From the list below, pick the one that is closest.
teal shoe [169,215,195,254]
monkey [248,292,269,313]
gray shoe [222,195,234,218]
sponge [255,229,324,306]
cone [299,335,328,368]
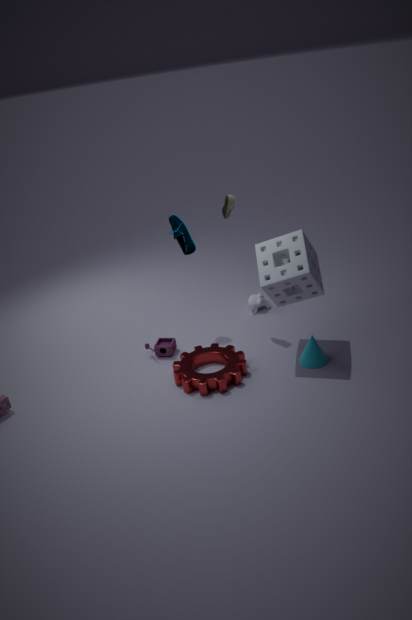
sponge [255,229,324,306]
